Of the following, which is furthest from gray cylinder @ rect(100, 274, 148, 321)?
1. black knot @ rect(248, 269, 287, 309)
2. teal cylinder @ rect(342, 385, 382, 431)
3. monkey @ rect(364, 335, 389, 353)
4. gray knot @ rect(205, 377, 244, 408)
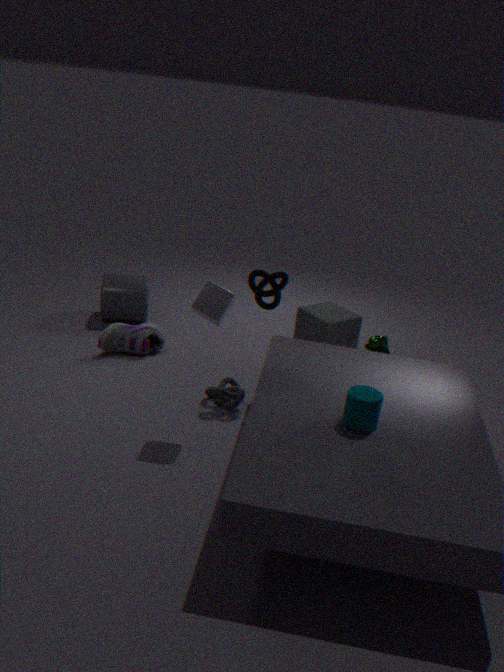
teal cylinder @ rect(342, 385, 382, 431)
